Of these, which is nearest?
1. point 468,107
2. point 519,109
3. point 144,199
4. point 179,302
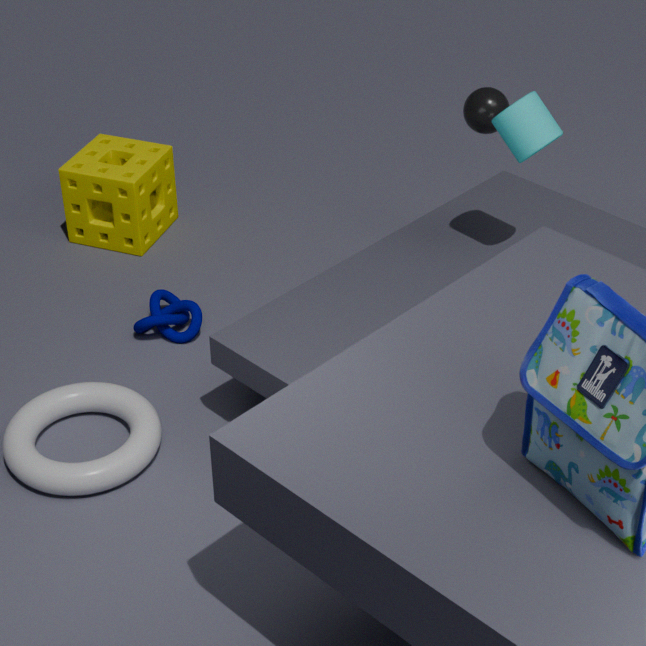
point 519,109
